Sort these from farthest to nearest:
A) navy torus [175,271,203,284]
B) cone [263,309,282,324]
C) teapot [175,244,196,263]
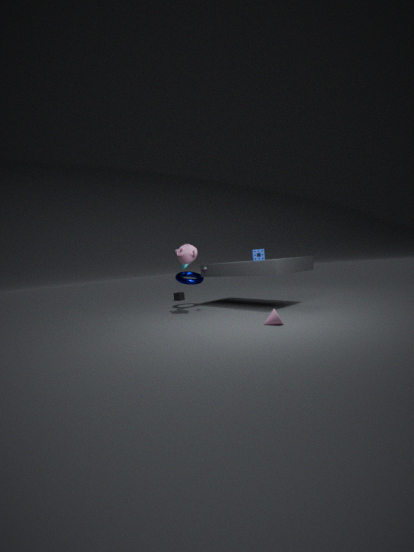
navy torus [175,271,203,284]
teapot [175,244,196,263]
cone [263,309,282,324]
